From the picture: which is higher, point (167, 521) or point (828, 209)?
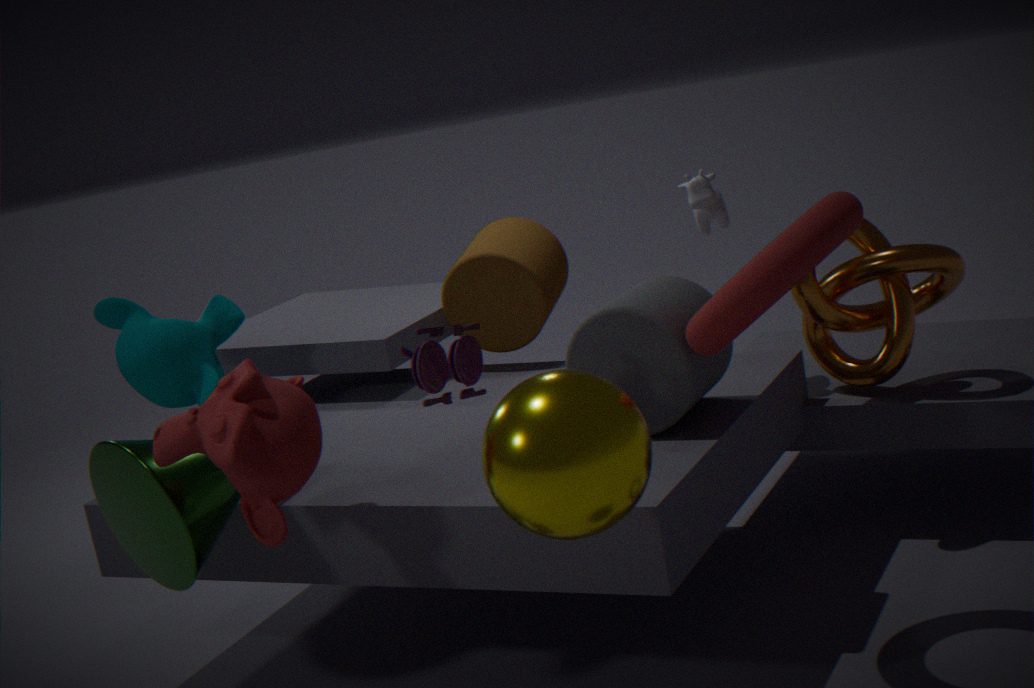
point (828, 209)
